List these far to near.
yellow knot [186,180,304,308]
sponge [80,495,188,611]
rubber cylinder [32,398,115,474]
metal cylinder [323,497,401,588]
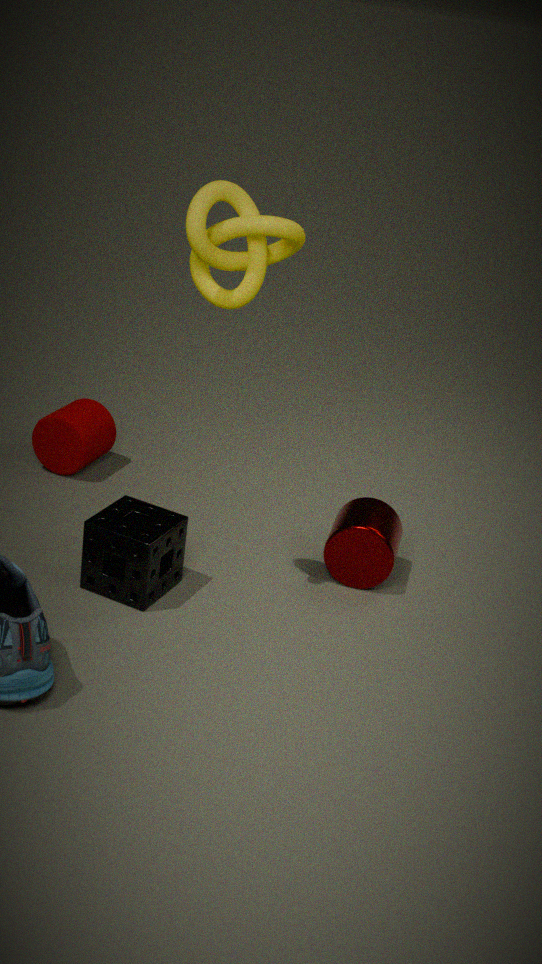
rubber cylinder [32,398,115,474] < metal cylinder [323,497,401,588] < sponge [80,495,188,611] < yellow knot [186,180,304,308]
